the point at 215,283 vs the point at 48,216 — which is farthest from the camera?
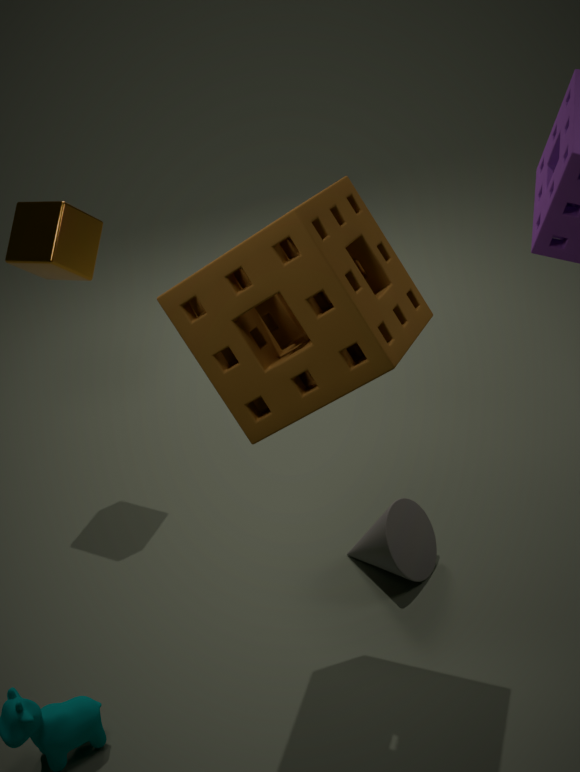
the point at 48,216
